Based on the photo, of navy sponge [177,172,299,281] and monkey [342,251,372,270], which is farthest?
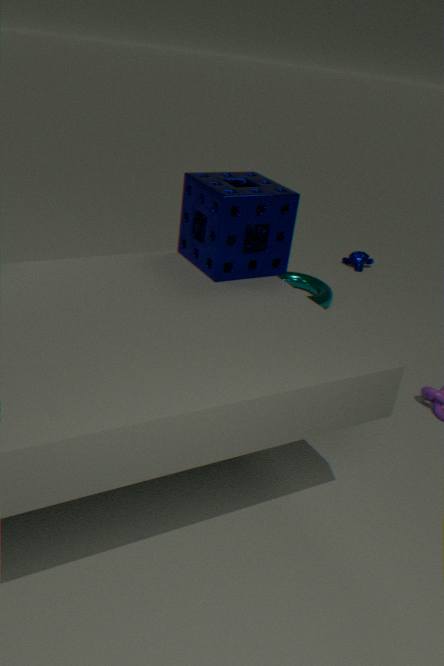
monkey [342,251,372,270]
